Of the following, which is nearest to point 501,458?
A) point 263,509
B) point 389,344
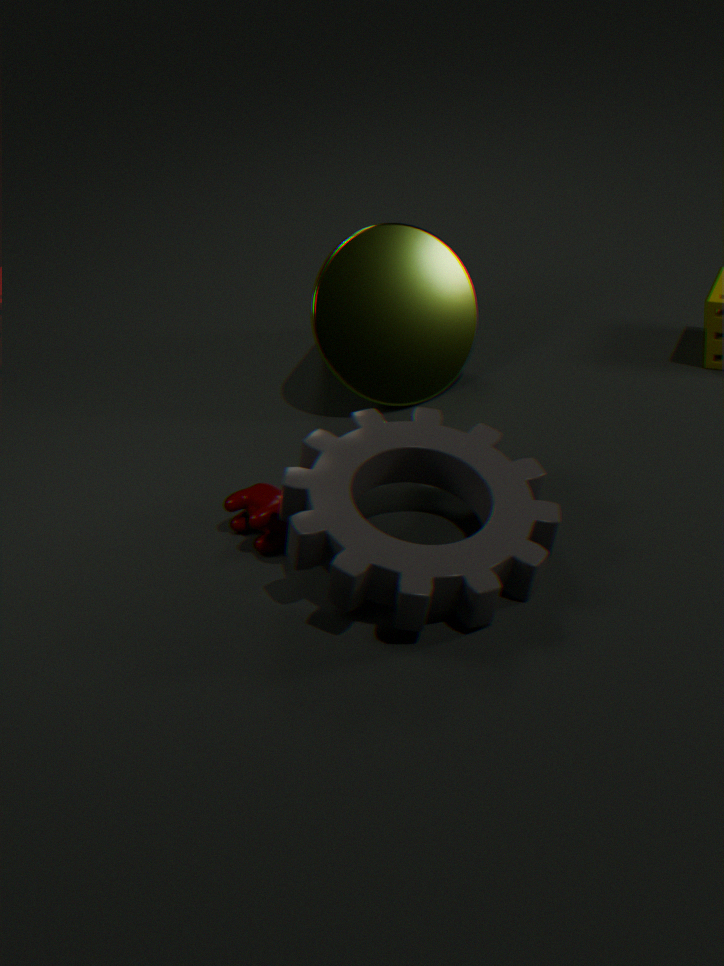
point 263,509
